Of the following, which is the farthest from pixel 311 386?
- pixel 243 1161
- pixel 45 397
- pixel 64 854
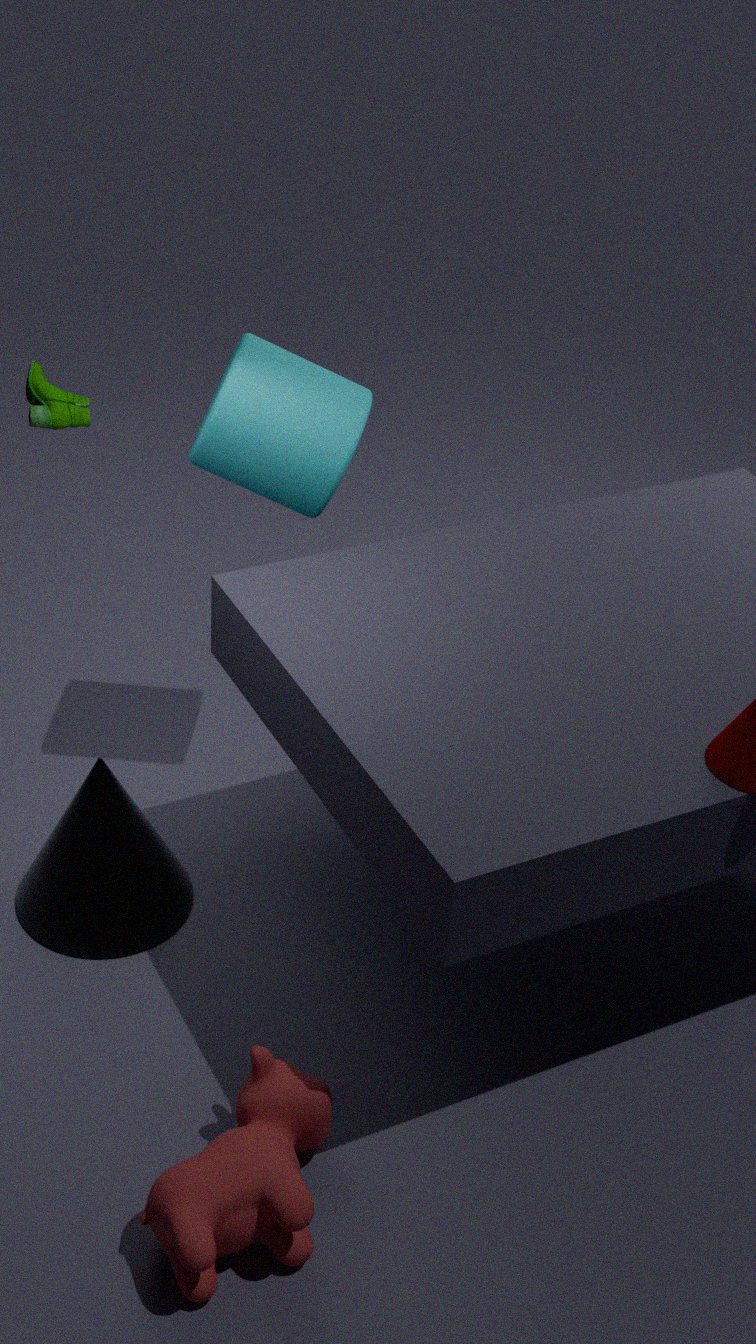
Answer: pixel 243 1161
